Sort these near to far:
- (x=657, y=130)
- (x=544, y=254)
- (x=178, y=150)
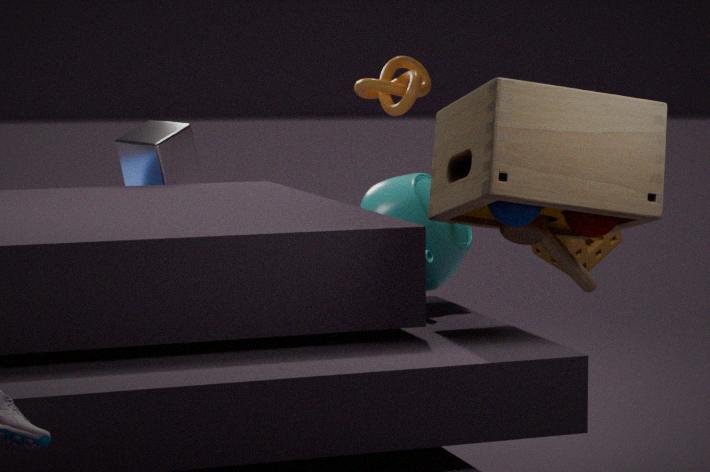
1. (x=657, y=130)
2. (x=544, y=254)
3. (x=178, y=150)
